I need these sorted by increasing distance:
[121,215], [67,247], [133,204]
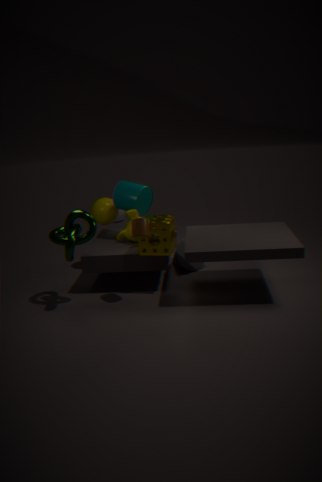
1. [67,247]
2. [133,204]
3. [121,215]
